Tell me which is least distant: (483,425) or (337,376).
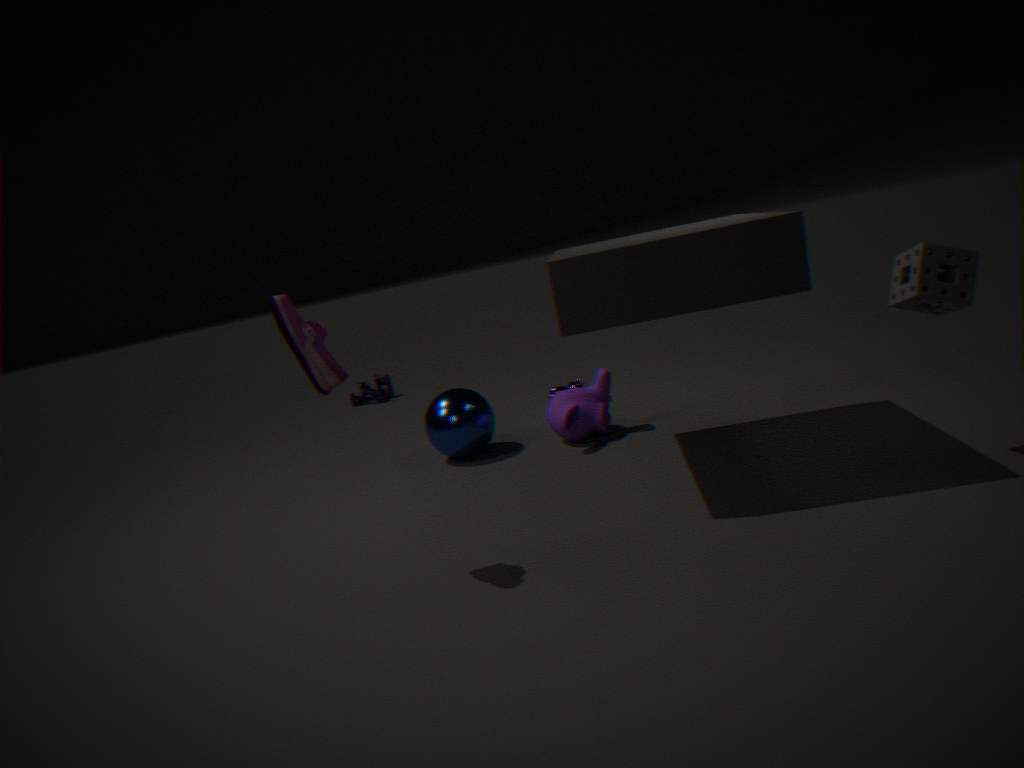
(337,376)
